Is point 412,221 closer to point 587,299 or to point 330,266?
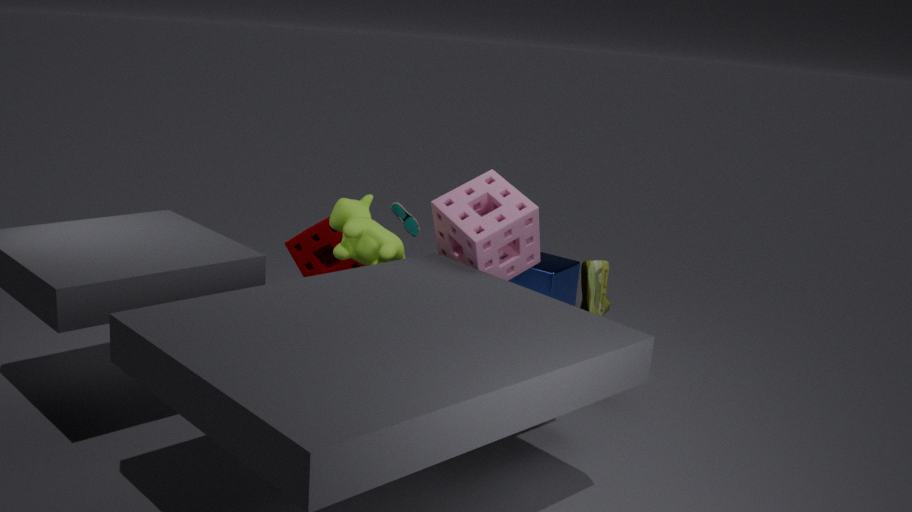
point 330,266
